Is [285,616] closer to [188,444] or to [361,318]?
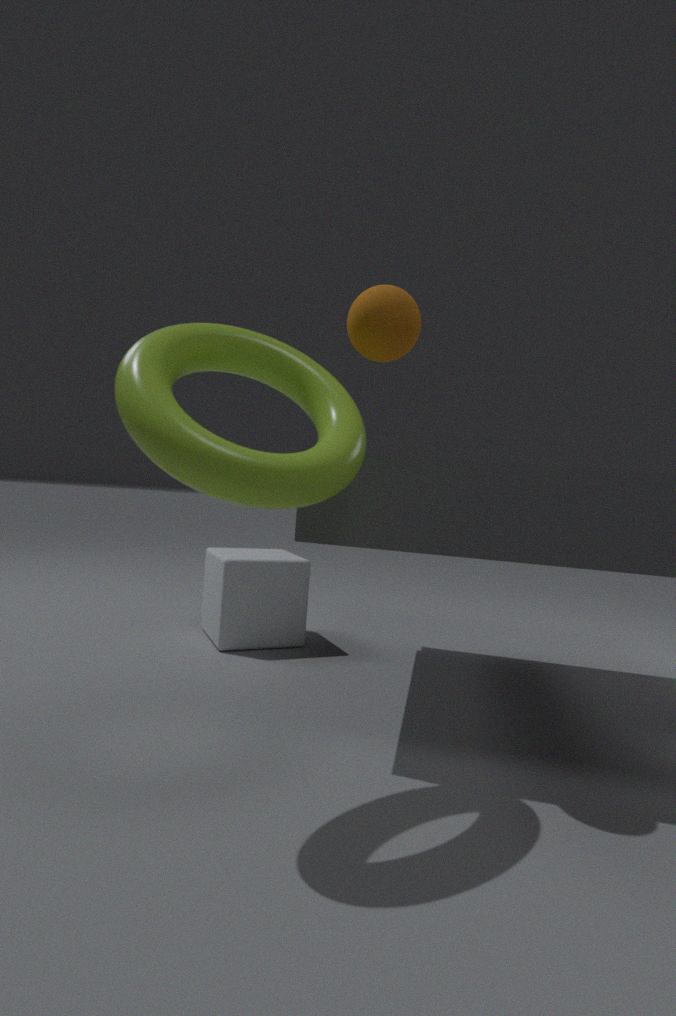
[188,444]
